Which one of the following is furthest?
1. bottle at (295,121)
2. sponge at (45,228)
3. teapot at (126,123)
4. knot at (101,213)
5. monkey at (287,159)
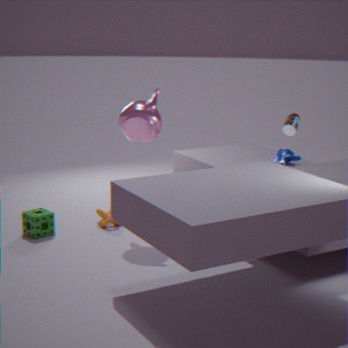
monkey at (287,159)
